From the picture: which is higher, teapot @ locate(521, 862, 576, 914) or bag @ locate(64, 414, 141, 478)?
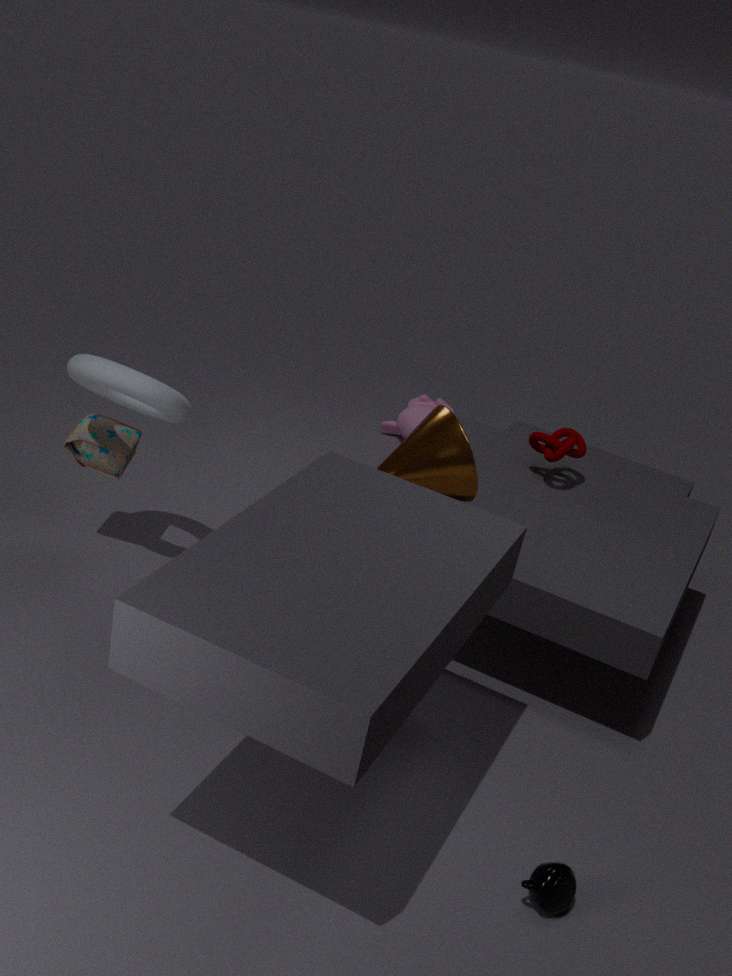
bag @ locate(64, 414, 141, 478)
